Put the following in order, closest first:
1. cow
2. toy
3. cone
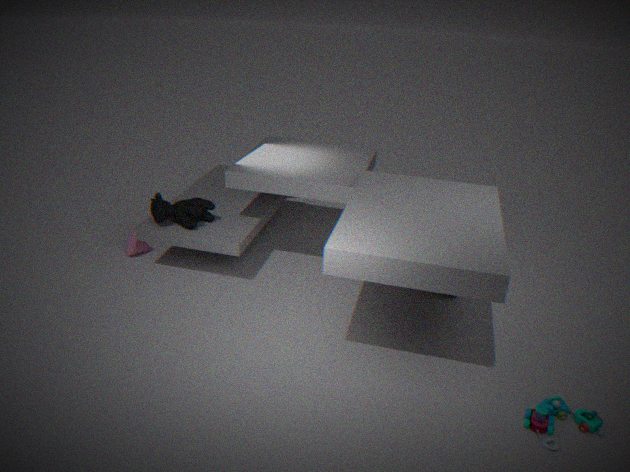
toy
cow
cone
